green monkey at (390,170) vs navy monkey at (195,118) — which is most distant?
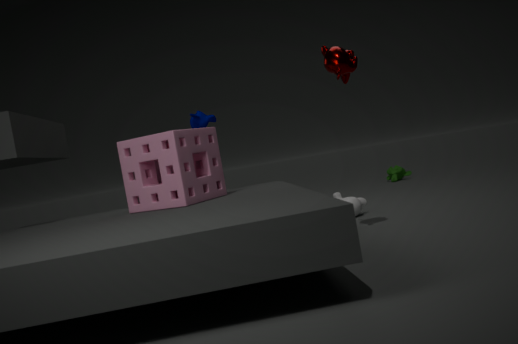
green monkey at (390,170)
